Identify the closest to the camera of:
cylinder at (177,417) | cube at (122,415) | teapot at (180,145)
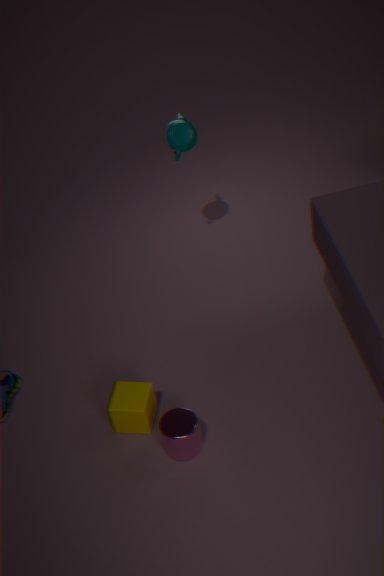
cylinder at (177,417)
